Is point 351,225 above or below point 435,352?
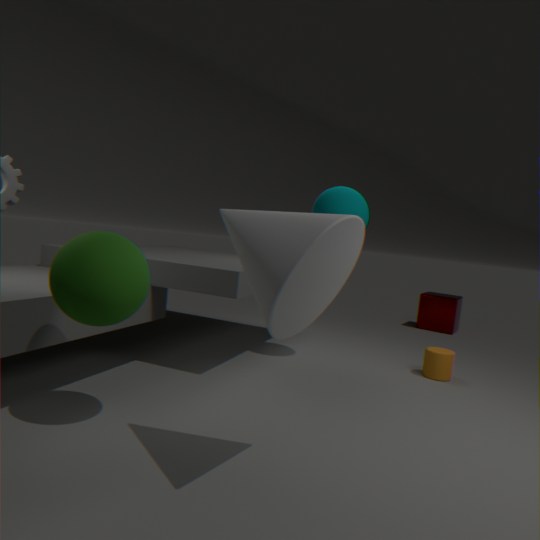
above
